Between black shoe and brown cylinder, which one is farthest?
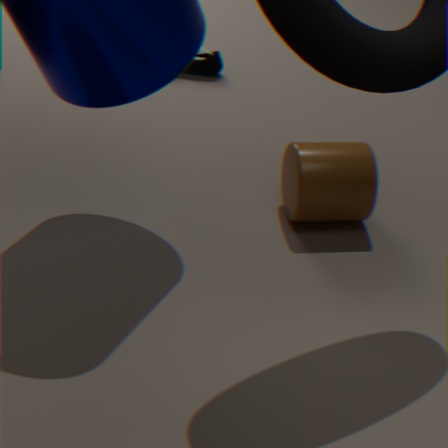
black shoe
